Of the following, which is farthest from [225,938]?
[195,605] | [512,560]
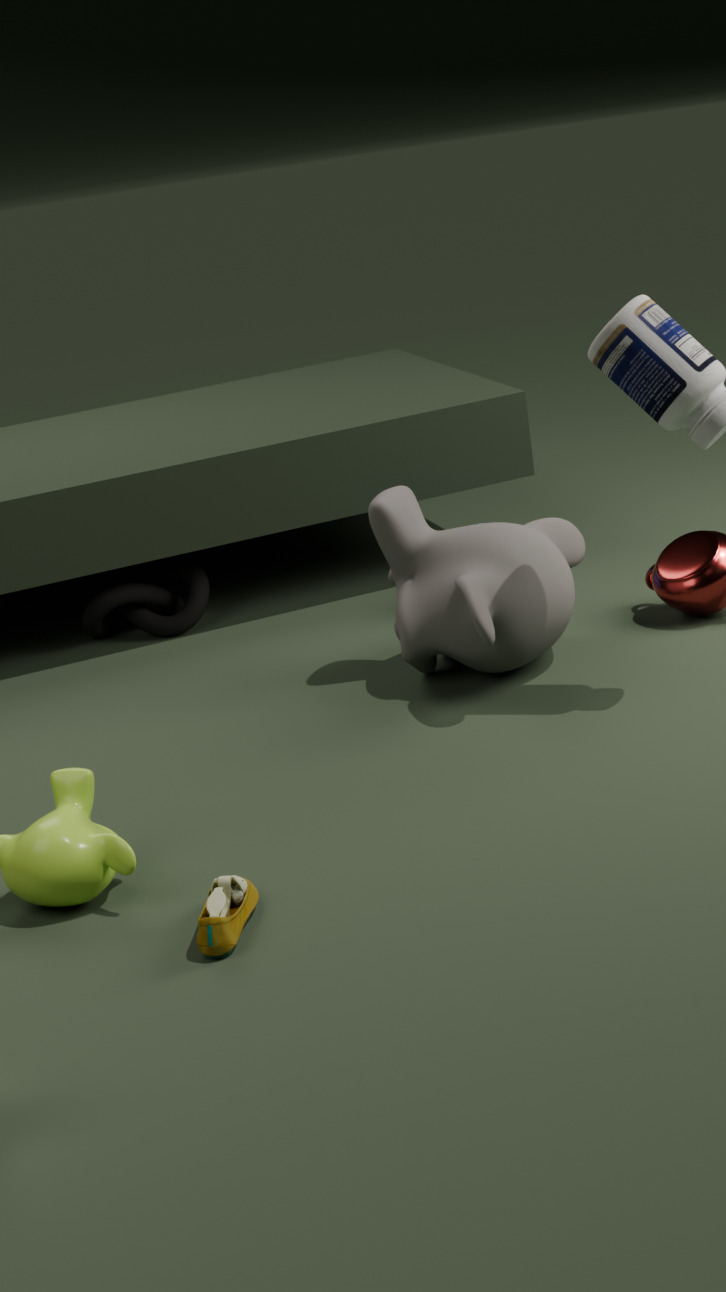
[195,605]
